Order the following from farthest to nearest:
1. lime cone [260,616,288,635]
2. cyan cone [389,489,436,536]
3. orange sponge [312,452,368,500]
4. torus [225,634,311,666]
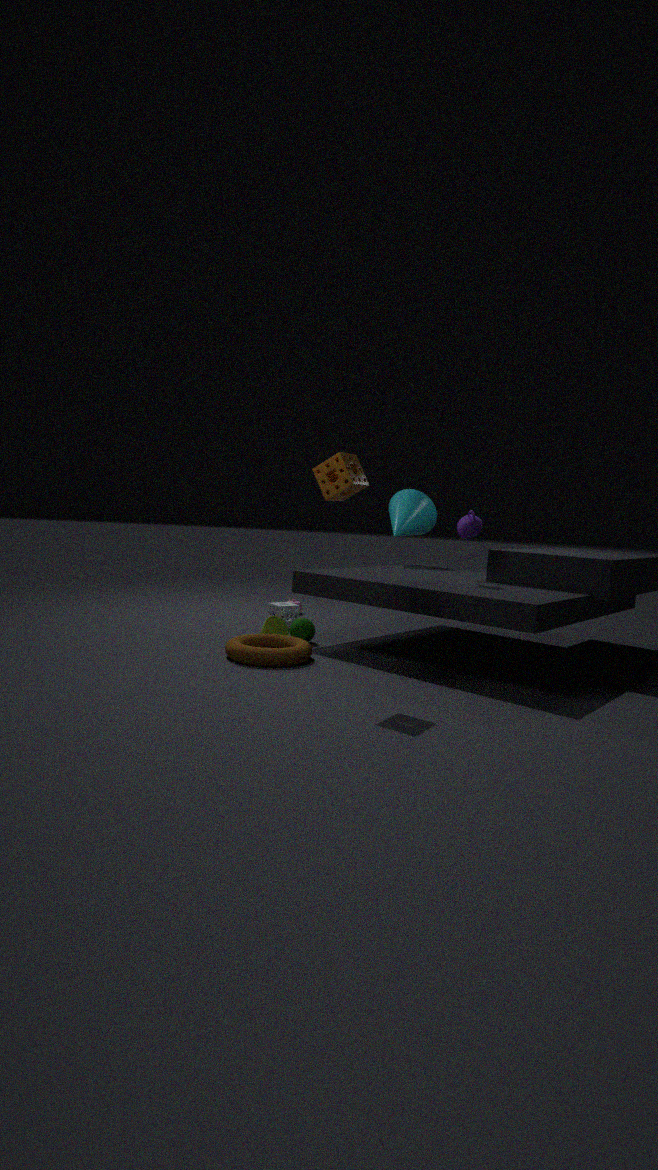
cyan cone [389,489,436,536]
lime cone [260,616,288,635]
torus [225,634,311,666]
orange sponge [312,452,368,500]
